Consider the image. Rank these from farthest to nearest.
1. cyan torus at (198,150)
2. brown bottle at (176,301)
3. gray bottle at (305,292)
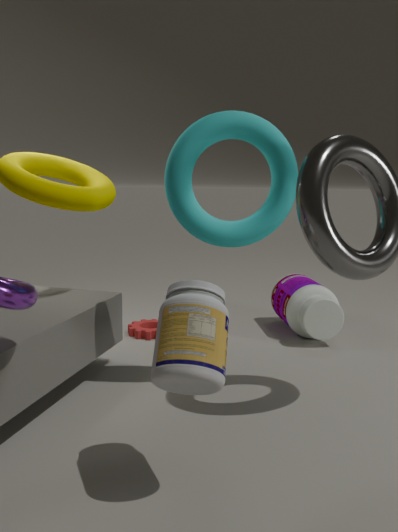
gray bottle at (305,292)
cyan torus at (198,150)
brown bottle at (176,301)
